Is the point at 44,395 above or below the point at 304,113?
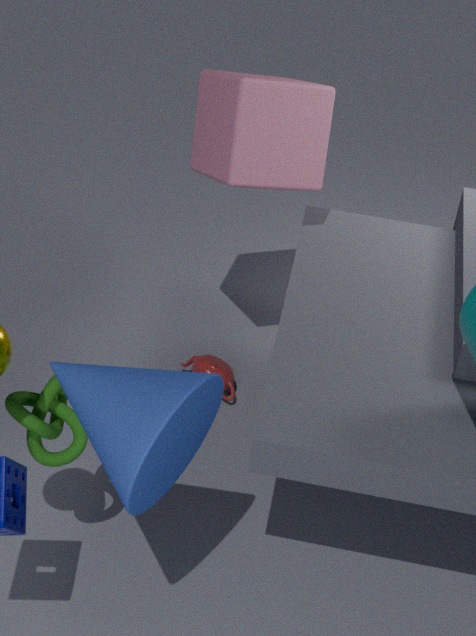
below
